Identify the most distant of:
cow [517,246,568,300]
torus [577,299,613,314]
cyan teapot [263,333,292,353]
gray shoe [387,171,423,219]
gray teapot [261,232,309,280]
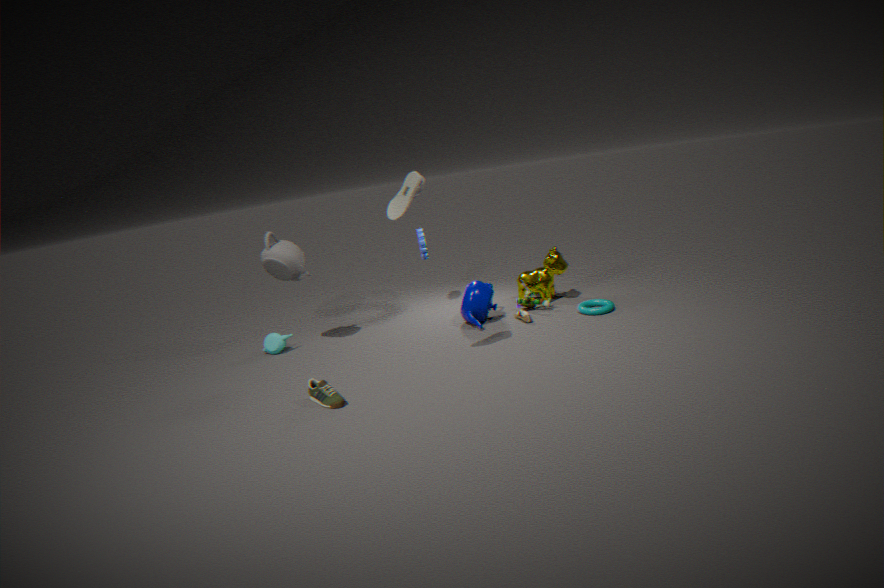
cow [517,246,568,300]
